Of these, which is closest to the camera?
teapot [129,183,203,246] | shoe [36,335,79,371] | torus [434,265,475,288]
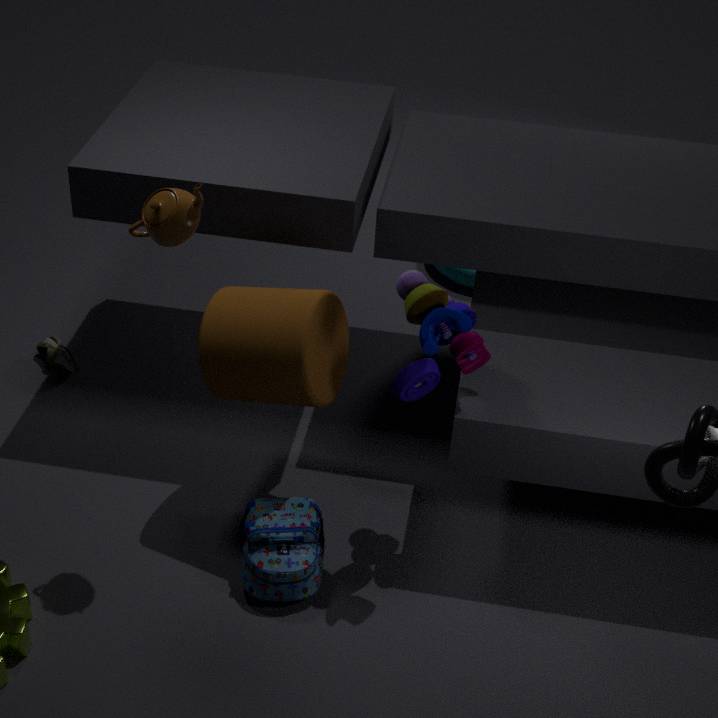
teapot [129,183,203,246]
